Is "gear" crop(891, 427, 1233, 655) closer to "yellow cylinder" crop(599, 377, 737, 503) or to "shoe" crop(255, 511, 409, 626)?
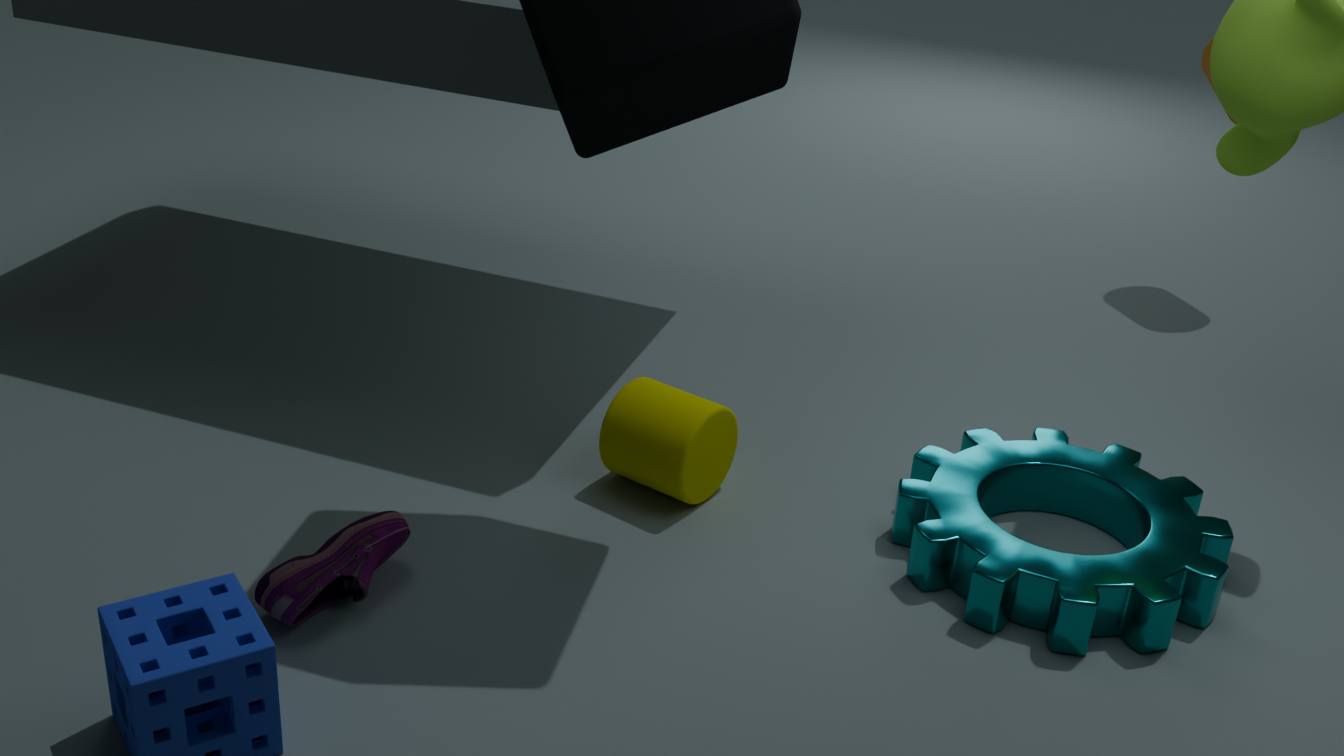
"yellow cylinder" crop(599, 377, 737, 503)
